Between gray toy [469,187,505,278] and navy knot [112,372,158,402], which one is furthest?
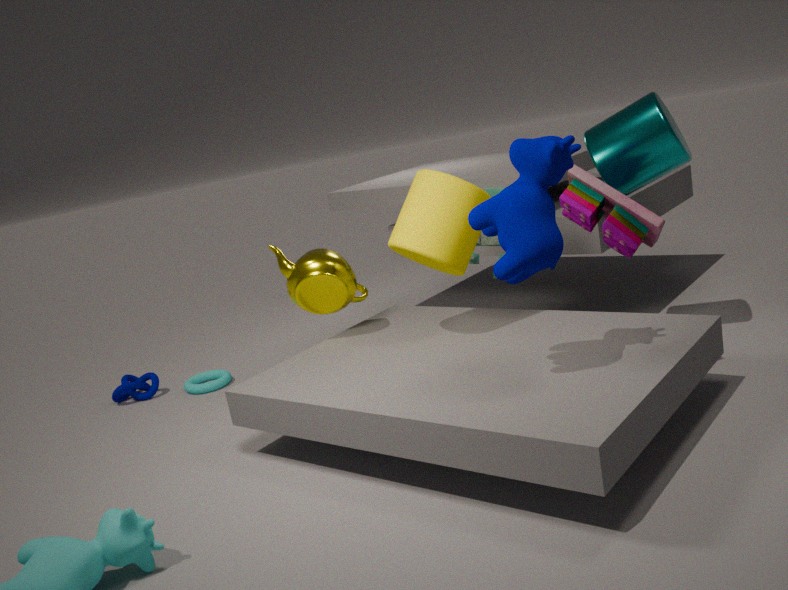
navy knot [112,372,158,402]
